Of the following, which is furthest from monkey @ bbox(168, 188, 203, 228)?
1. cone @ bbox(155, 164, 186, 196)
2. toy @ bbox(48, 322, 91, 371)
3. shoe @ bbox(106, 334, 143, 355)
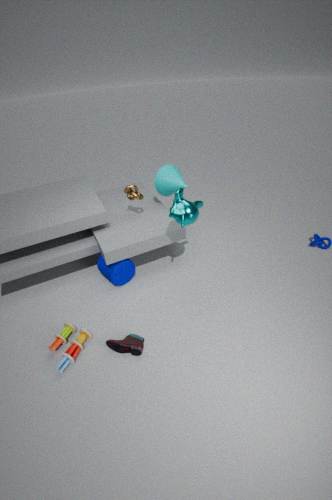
toy @ bbox(48, 322, 91, 371)
